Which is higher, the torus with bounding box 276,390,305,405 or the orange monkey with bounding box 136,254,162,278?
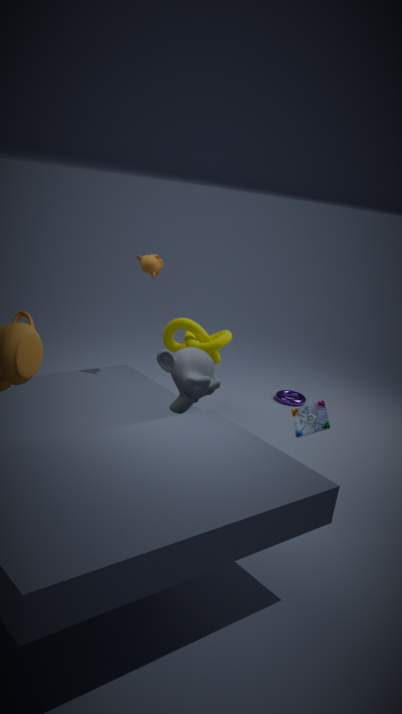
the orange monkey with bounding box 136,254,162,278
